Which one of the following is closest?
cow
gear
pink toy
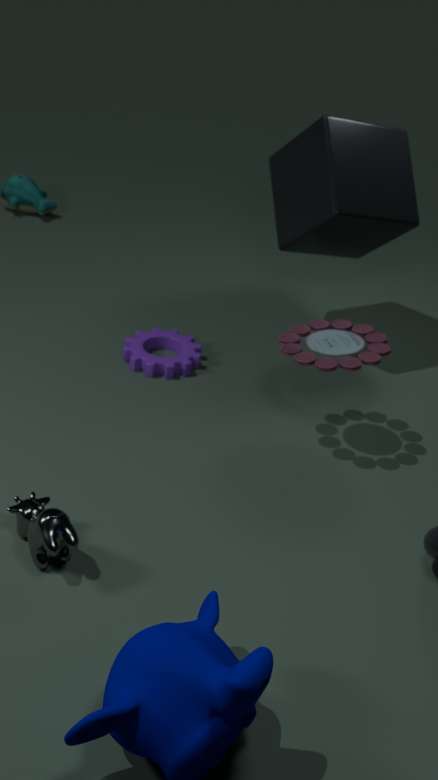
cow
